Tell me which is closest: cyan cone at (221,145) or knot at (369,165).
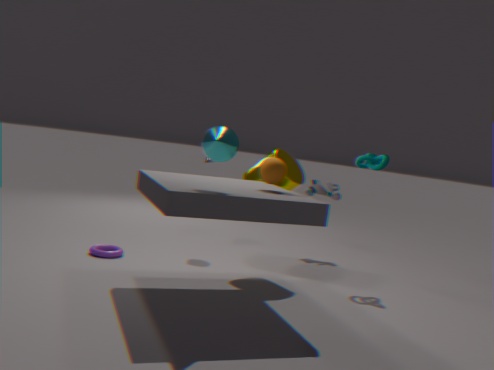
cyan cone at (221,145)
